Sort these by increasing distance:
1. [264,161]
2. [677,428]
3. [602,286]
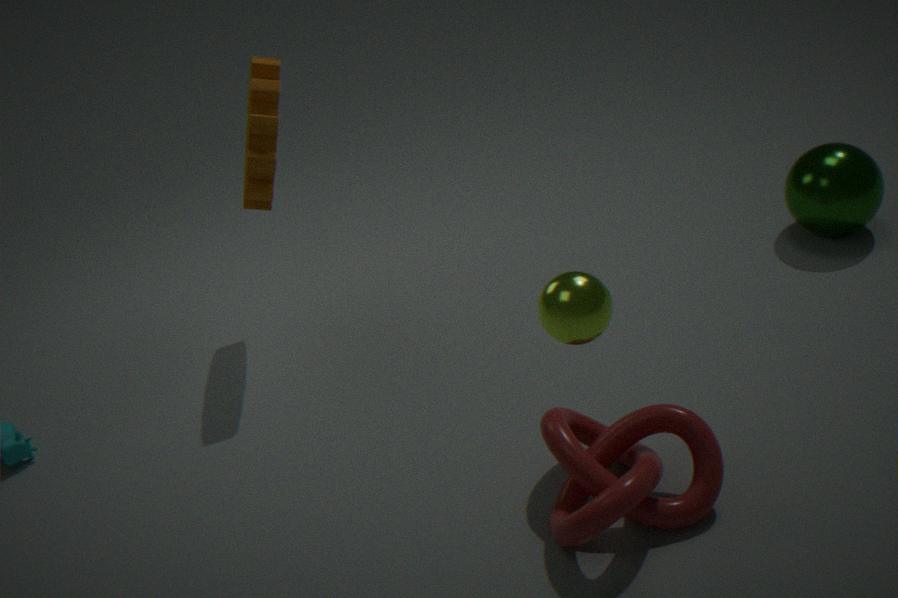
[602,286]
[677,428]
[264,161]
